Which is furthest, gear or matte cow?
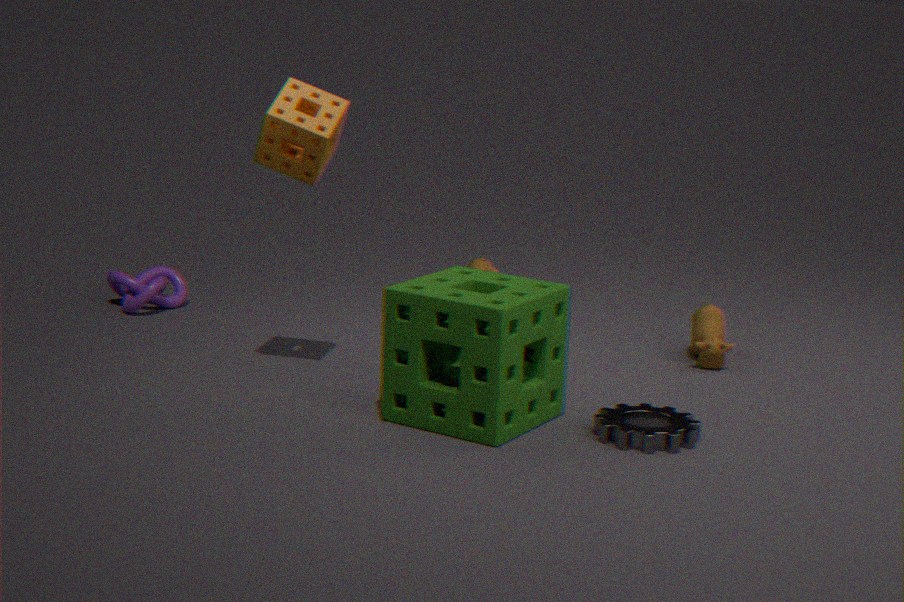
matte cow
